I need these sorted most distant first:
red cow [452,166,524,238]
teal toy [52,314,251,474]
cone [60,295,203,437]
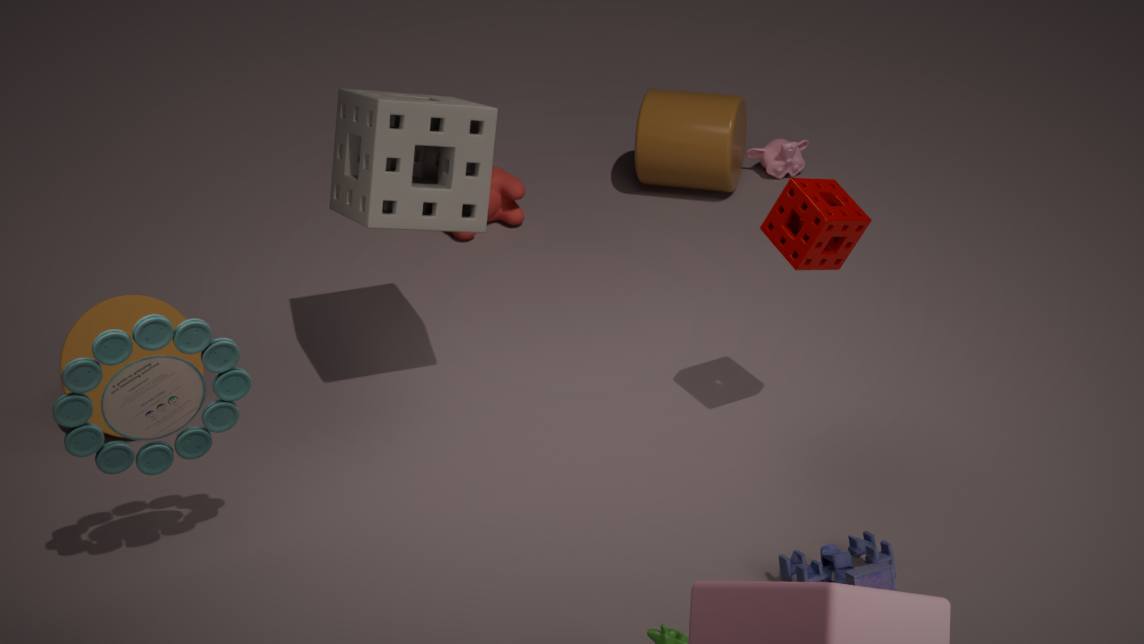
red cow [452,166,524,238] < cone [60,295,203,437] < teal toy [52,314,251,474]
